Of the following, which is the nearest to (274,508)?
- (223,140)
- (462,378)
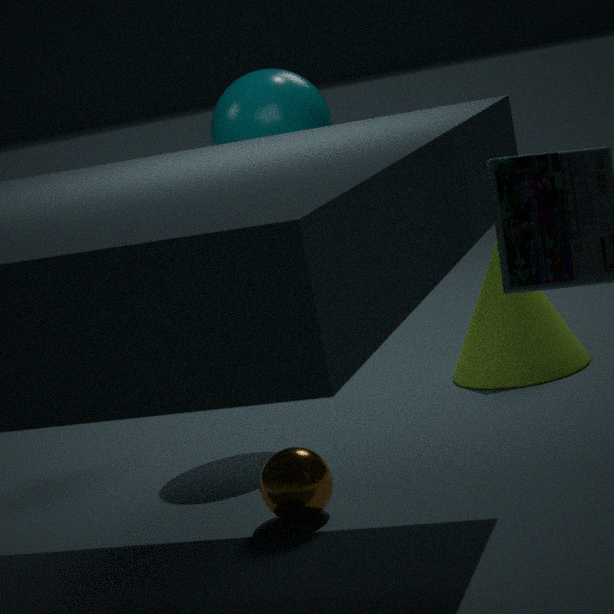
(223,140)
